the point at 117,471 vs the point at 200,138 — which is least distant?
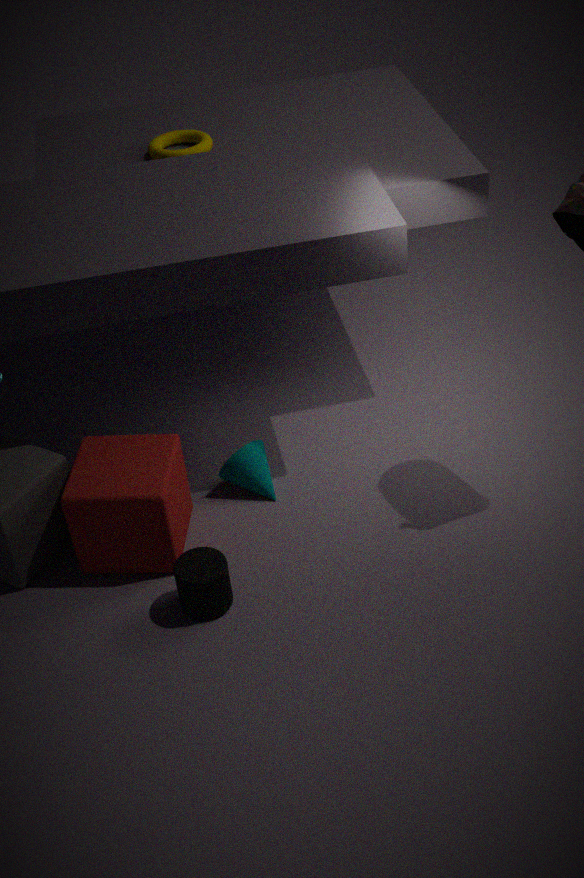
the point at 117,471
